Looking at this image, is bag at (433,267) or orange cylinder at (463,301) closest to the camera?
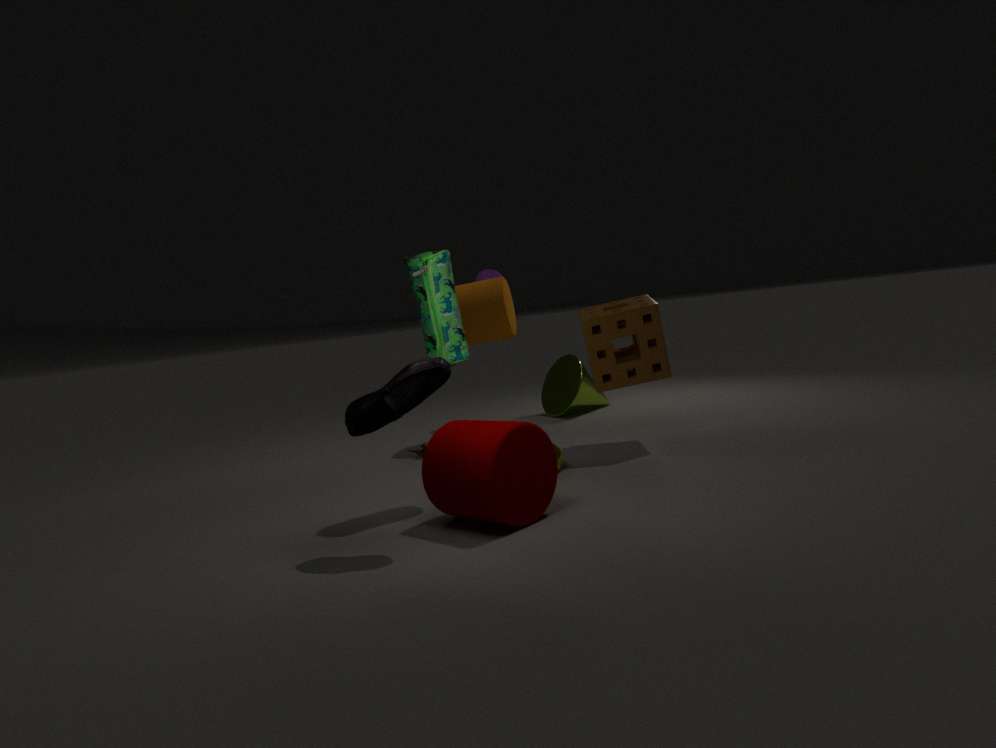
bag at (433,267)
